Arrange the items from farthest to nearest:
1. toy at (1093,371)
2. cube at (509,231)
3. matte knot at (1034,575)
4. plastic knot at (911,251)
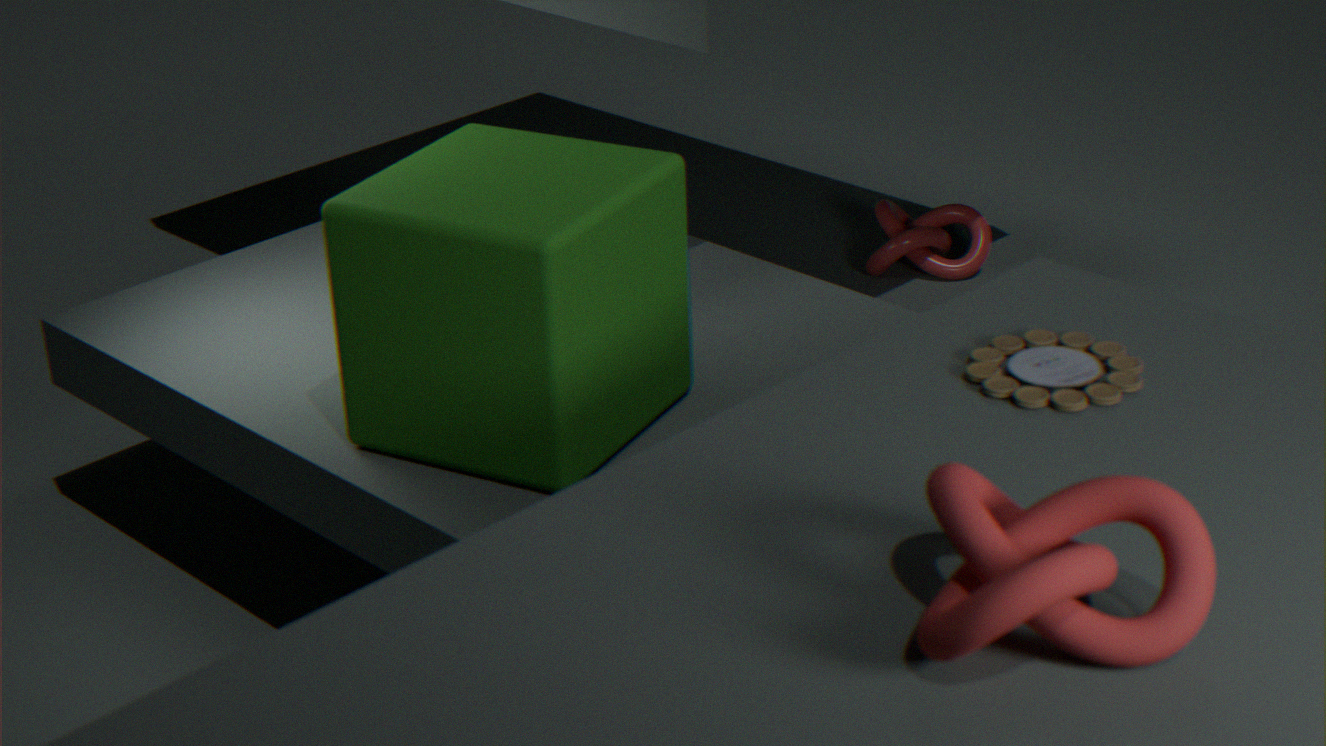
plastic knot at (911,251), cube at (509,231), toy at (1093,371), matte knot at (1034,575)
